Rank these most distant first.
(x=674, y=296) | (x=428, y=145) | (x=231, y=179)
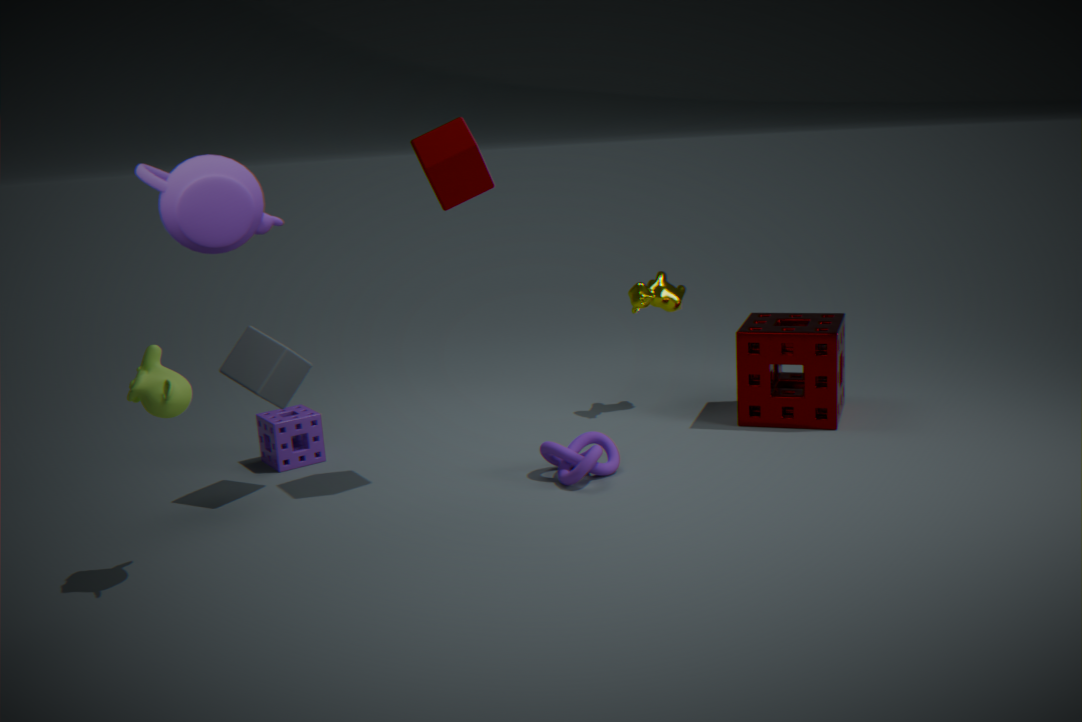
(x=674, y=296), (x=428, y=145), (x=231, y=179)
